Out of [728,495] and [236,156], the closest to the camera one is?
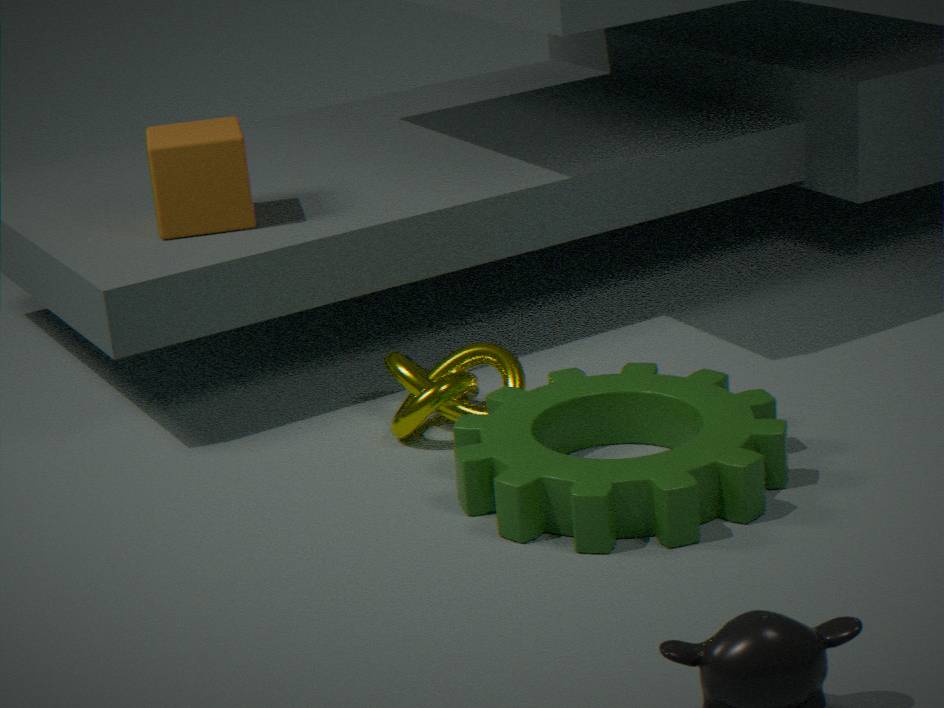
[728,495]
